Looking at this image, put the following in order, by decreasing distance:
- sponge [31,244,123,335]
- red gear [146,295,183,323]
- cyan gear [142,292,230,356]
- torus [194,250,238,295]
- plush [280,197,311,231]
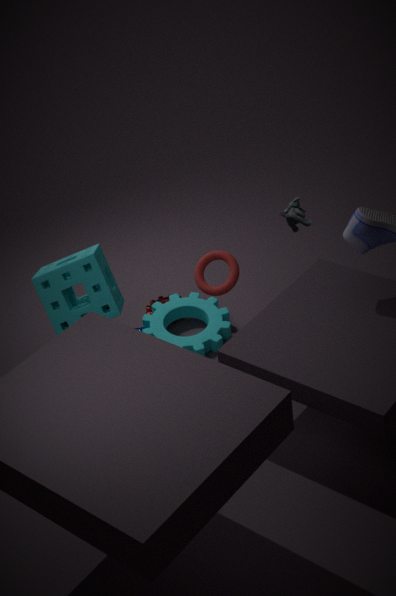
red gear [146,295,183,323]
cyan gear [142,292,230,356]
plush [280,197,311,231]
torus [194,250,238,295]
sponge [31,244,123,335]
